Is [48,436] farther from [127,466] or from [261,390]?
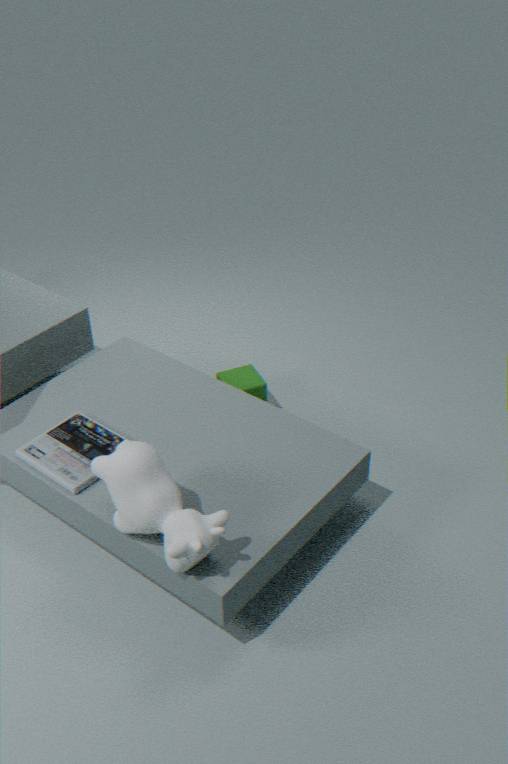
[261,390]
